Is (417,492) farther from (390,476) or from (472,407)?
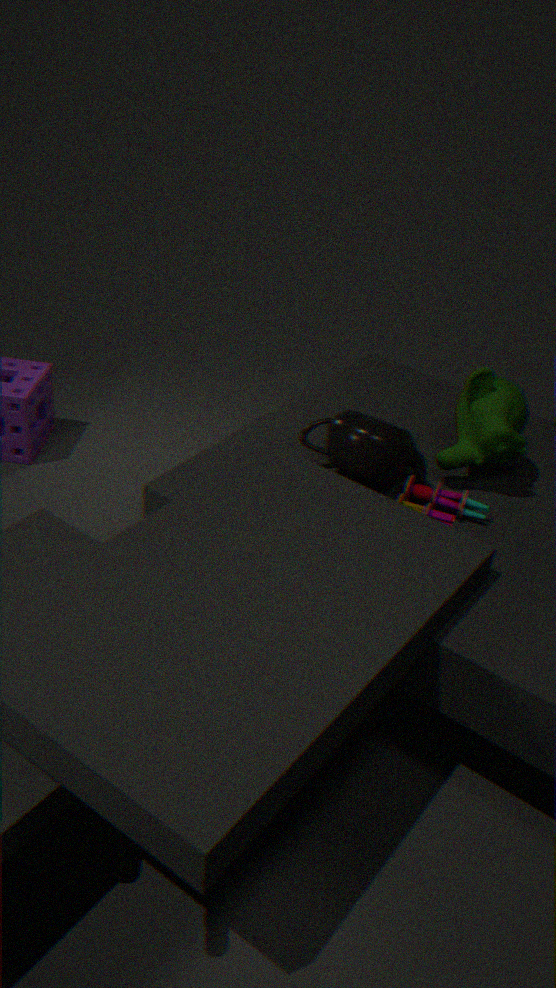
(472,407)
